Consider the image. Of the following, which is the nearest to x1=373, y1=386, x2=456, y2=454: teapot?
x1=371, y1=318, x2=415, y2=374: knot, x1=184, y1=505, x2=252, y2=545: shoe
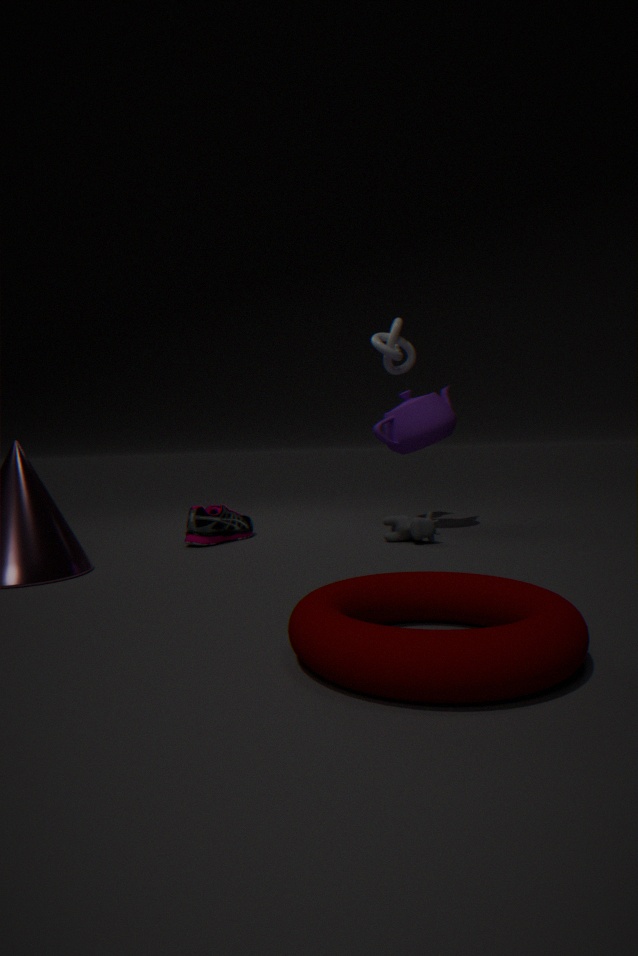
x1=371, y1=318, x2=415, y2=374: knot
